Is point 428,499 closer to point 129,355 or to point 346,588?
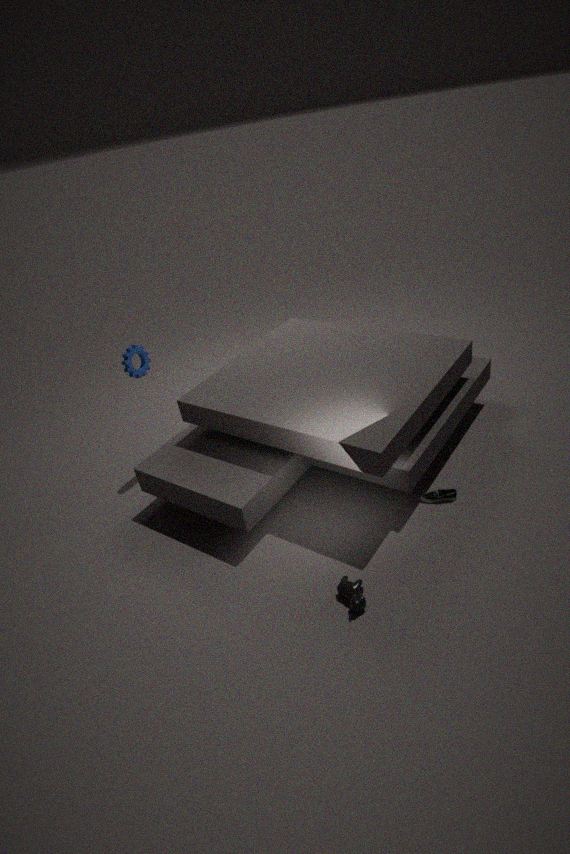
point 346,588
